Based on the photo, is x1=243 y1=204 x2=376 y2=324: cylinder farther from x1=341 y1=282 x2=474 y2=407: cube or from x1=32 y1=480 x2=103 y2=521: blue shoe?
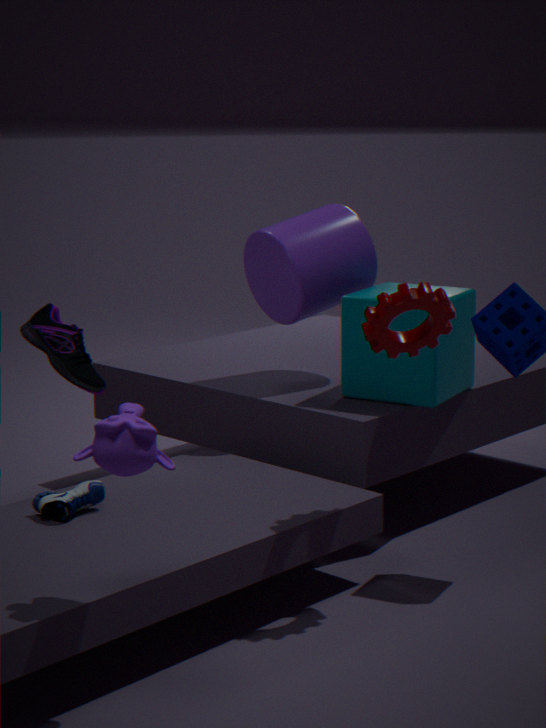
x1=32 y1=480 x2=103 y2=521: blue shoe
